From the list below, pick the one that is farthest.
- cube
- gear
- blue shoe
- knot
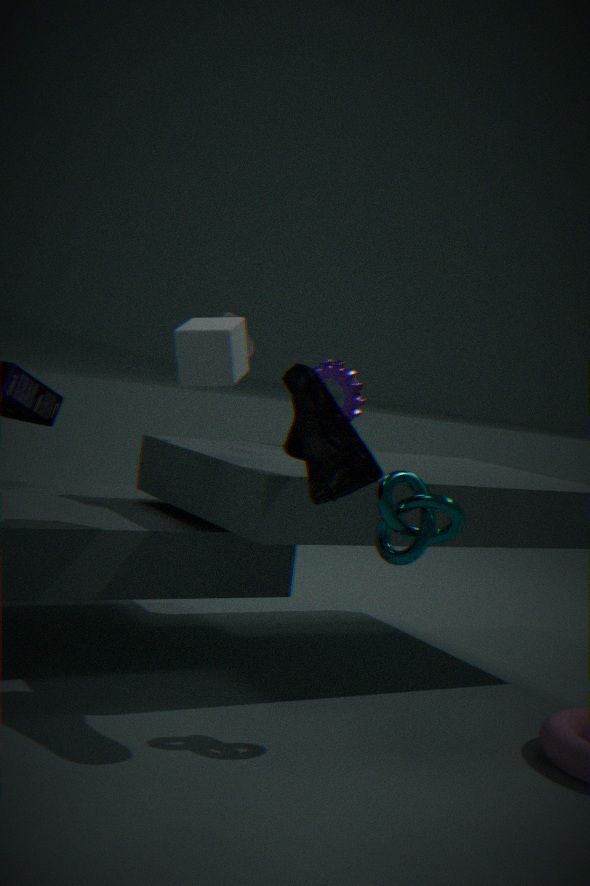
gear
